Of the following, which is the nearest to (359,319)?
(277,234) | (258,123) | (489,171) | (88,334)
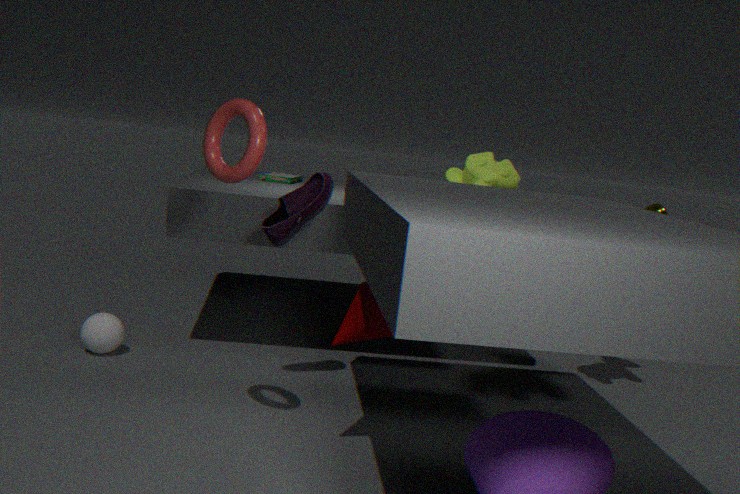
(277,234)
